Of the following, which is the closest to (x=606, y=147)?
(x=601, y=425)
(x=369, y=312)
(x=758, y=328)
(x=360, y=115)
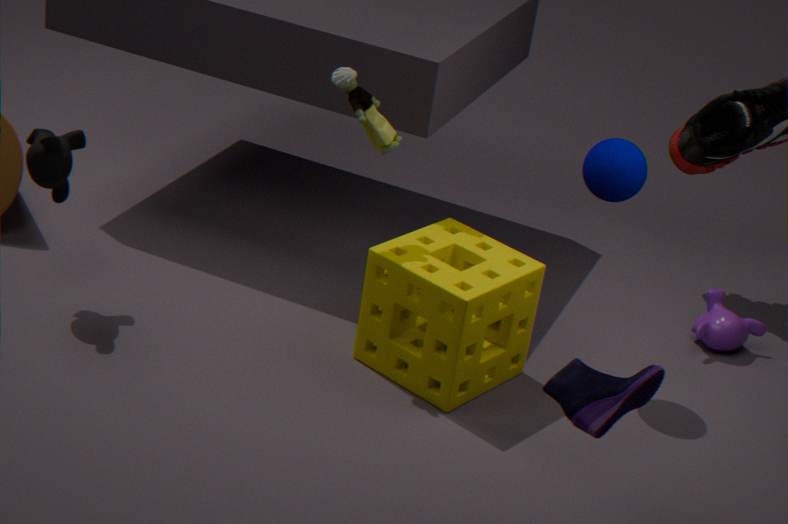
(x=369, y=312)
